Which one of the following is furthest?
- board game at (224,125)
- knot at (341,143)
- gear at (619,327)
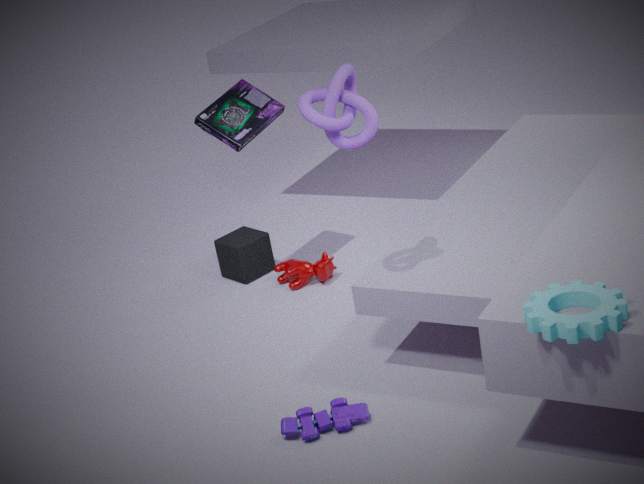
board game at (224,125)
